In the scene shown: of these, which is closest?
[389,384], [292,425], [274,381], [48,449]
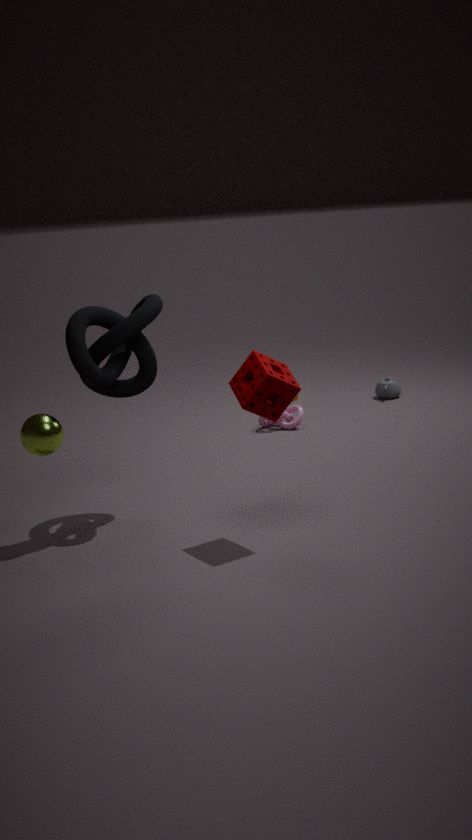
[274,381]
